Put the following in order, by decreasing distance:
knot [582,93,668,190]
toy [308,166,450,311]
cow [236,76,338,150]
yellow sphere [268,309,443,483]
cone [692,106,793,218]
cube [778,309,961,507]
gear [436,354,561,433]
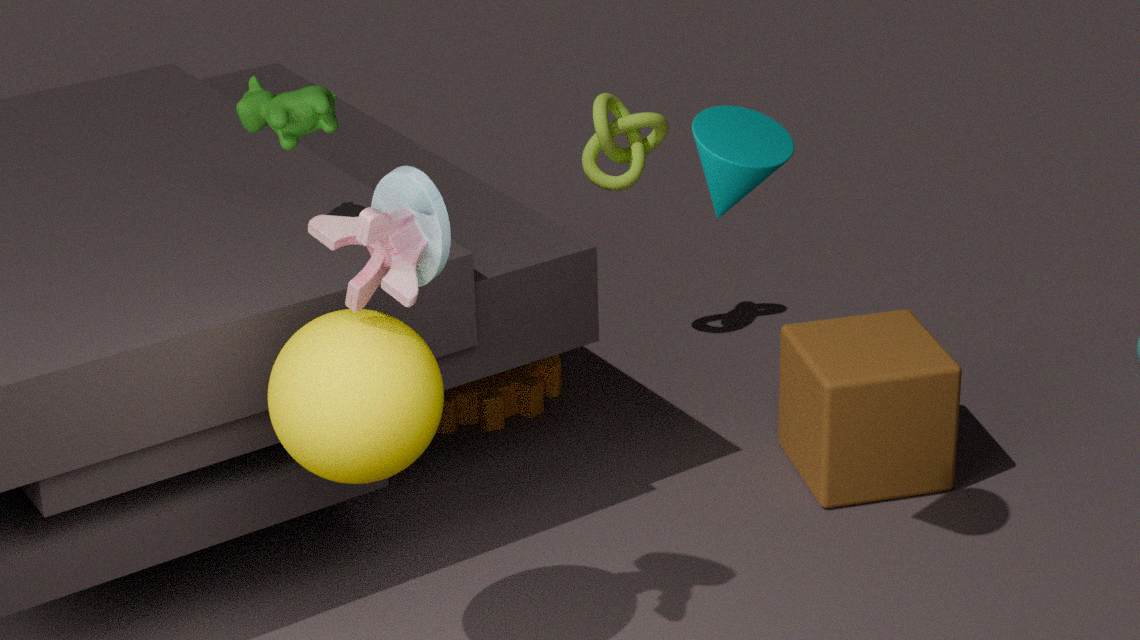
knot [582,93,668,190], gear [436,354,561,433], cube [778,309,961,507], cow [236,76,338,150], cone [692,106,793,218], yellow sphere [268,309,443,483], toy [308,166,450,311]
